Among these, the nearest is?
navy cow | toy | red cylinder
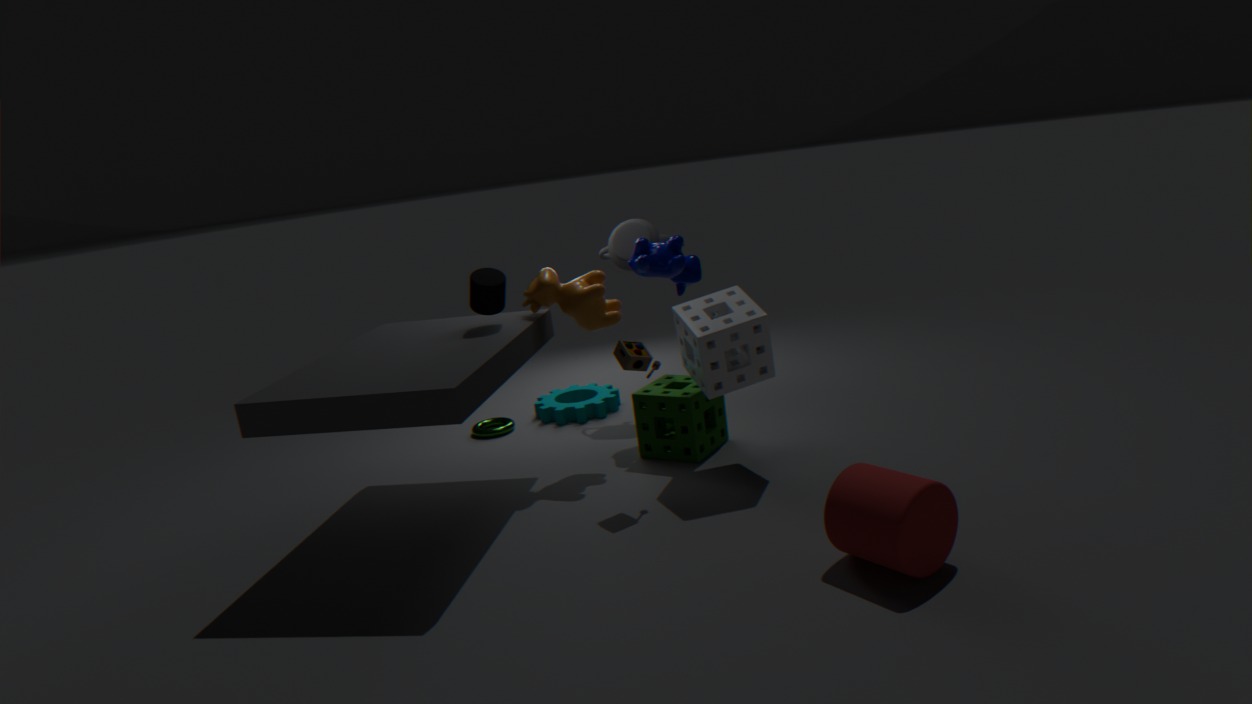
red cylinder
